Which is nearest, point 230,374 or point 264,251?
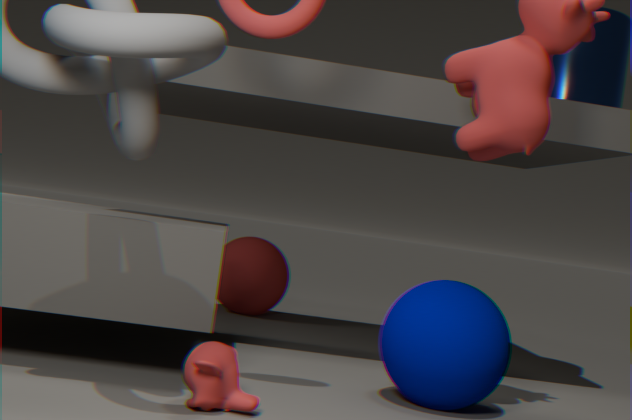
point 230,374
